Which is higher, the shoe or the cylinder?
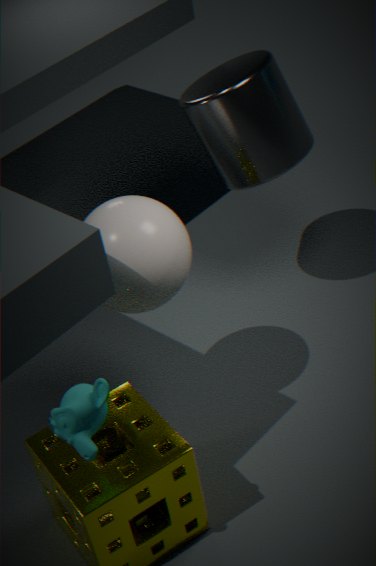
the cylinder
